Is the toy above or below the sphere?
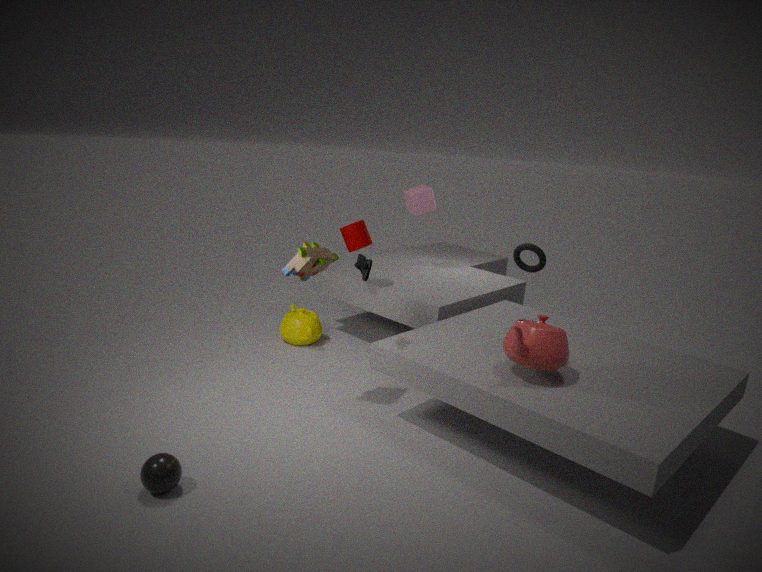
above
